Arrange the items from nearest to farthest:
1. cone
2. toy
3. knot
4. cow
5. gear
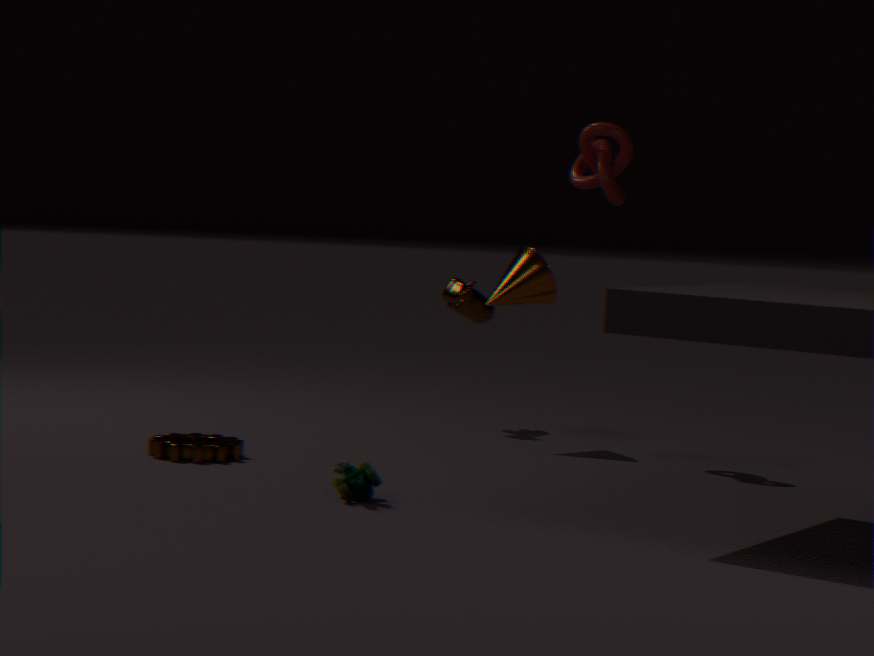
toy < gear < knot < cone < cow
